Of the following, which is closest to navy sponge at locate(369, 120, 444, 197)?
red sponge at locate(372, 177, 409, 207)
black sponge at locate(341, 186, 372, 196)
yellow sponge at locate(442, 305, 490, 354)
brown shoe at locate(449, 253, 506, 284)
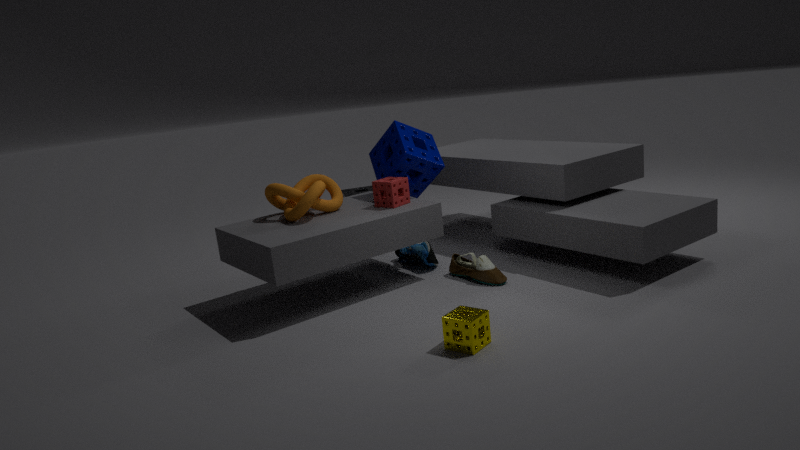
red sponge at locate(372, 177, 409, 207)
